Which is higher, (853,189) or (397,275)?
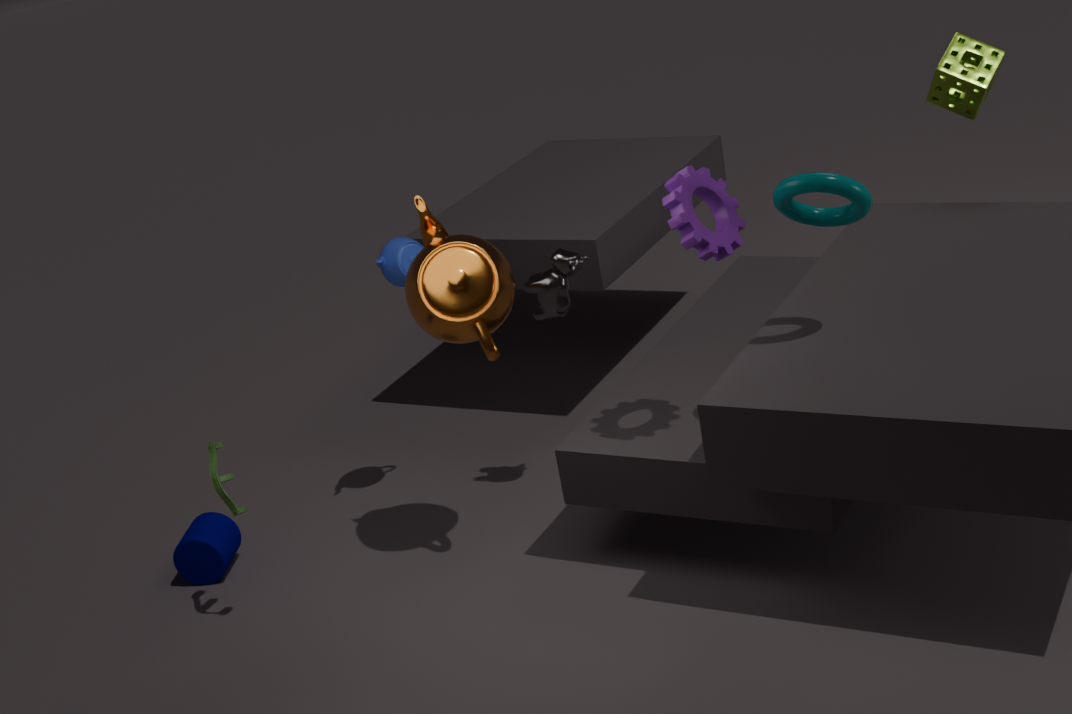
(853,189)
